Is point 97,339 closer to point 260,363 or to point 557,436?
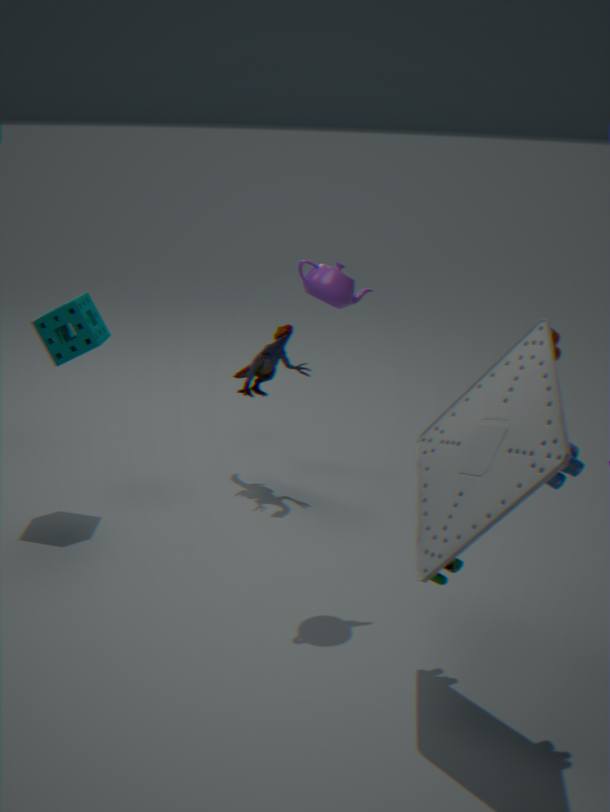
point 260,363
